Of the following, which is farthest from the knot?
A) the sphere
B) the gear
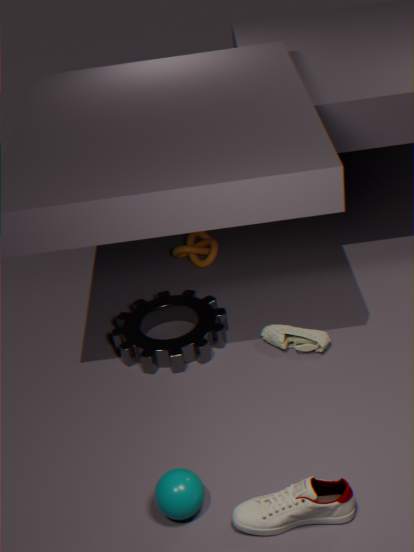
the sphere
